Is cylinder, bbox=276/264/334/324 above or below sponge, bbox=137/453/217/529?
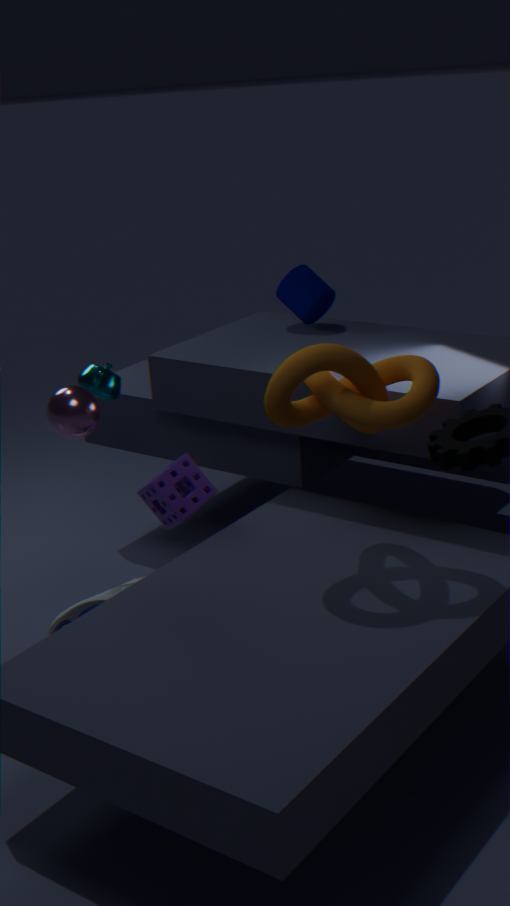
above
